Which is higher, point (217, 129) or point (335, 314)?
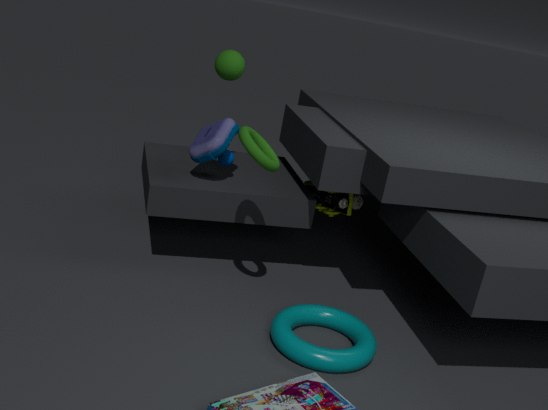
point (217, 129)
